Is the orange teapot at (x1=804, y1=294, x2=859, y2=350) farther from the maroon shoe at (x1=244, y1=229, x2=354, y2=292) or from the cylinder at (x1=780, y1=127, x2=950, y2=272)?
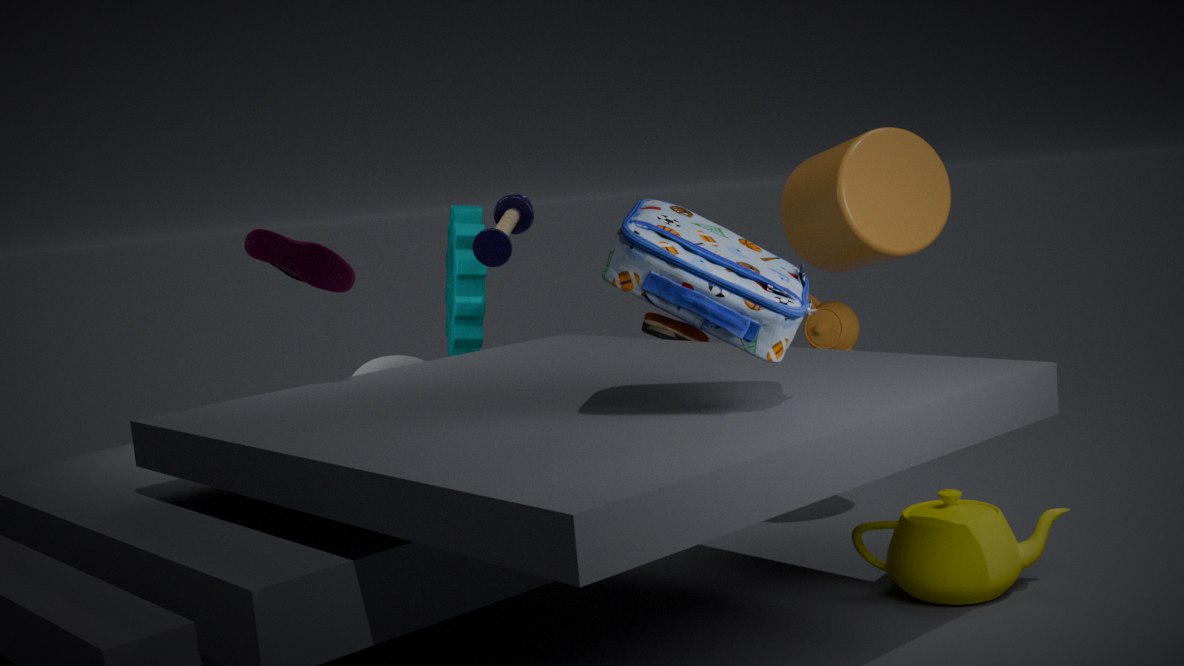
the maroon shoe at (x1=244, y1=229, x2=354, y2=292)
